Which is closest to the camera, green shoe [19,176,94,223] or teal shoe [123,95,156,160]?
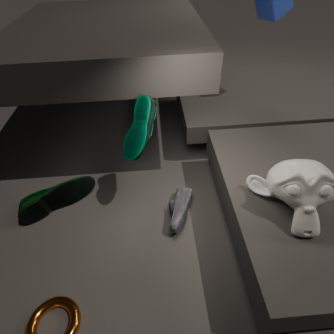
teal shoe [123,95,156,160]
